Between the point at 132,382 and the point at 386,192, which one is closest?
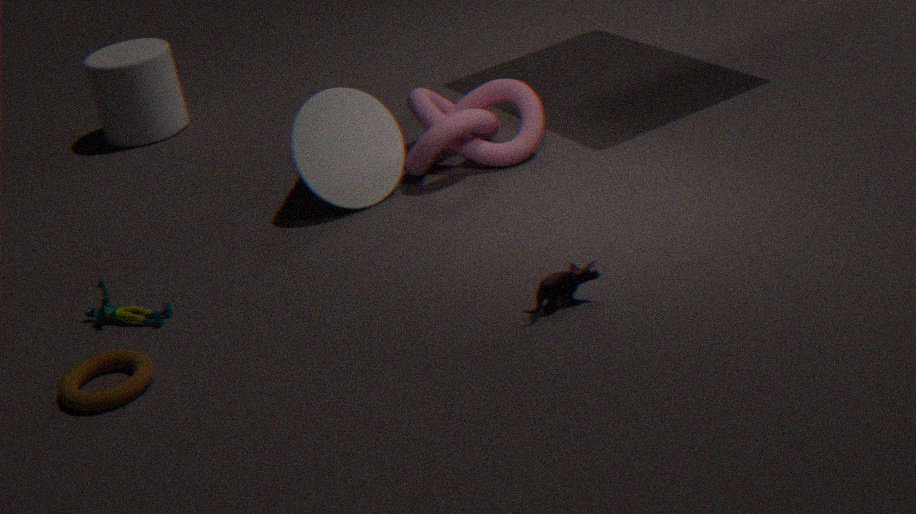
the point at 132,382
